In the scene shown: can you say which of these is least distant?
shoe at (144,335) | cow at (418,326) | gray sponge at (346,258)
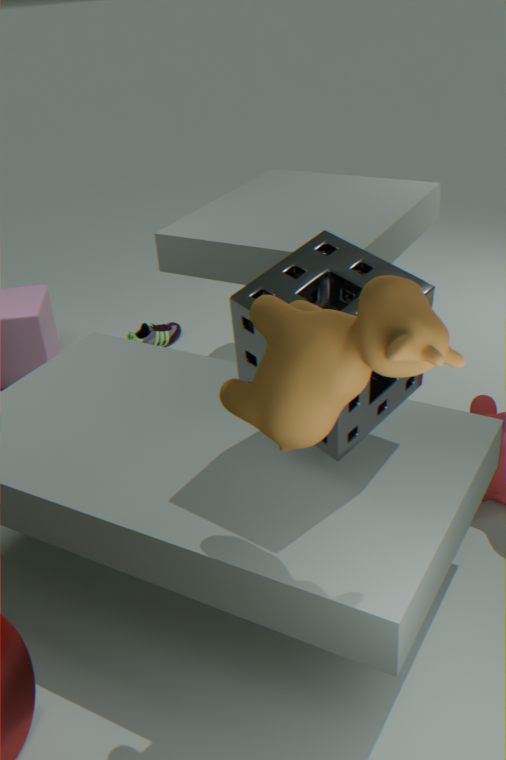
cow at (418,326)
